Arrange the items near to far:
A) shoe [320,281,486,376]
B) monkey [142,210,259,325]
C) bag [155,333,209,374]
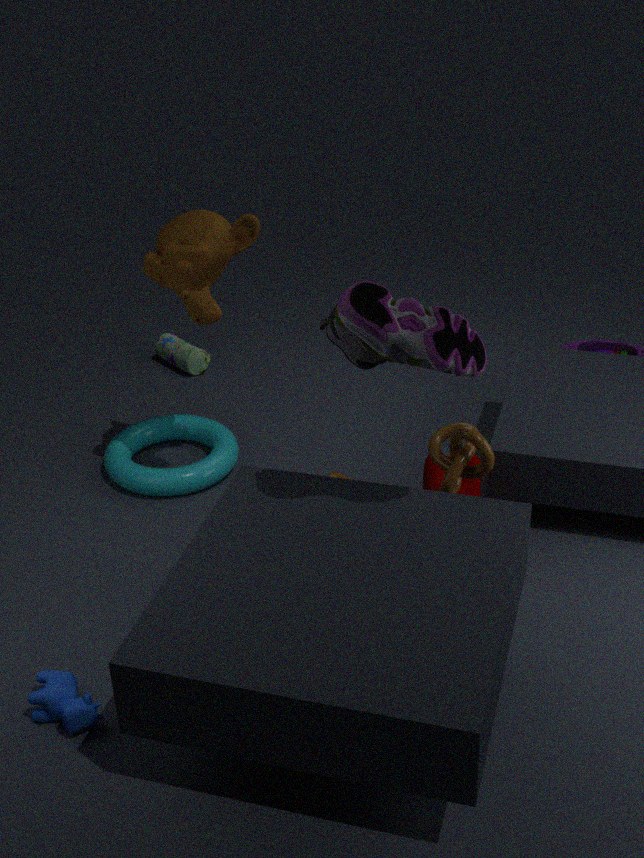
shoe [320,281,486,376]
monkey [142,210,259,325]
bag [155,333,209,374]
